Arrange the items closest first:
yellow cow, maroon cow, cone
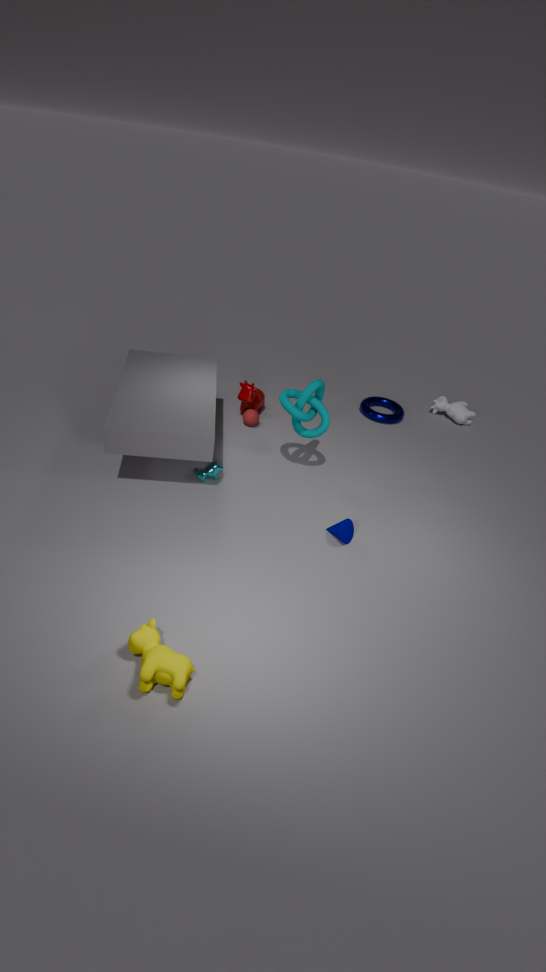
yellow cow
cone
maroon cow
